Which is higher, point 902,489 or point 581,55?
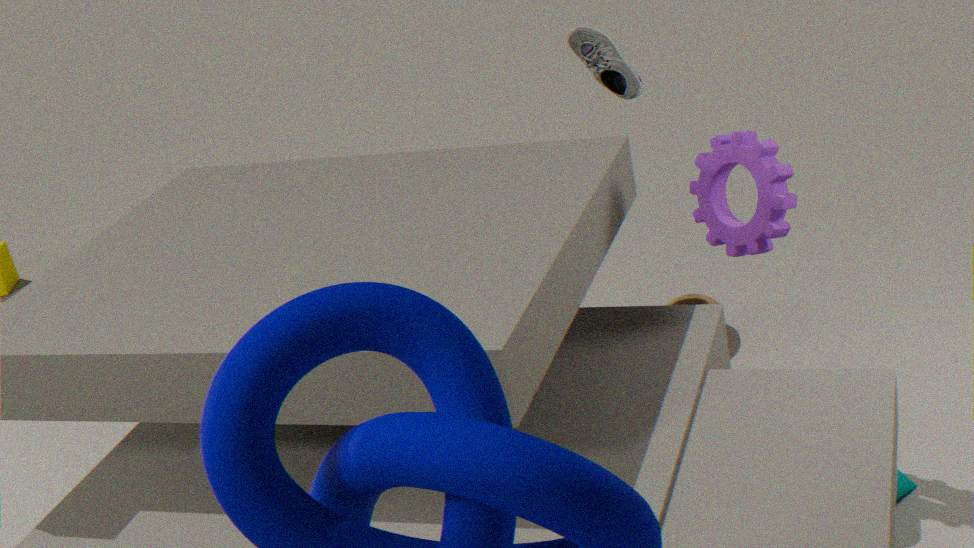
point 581,55
